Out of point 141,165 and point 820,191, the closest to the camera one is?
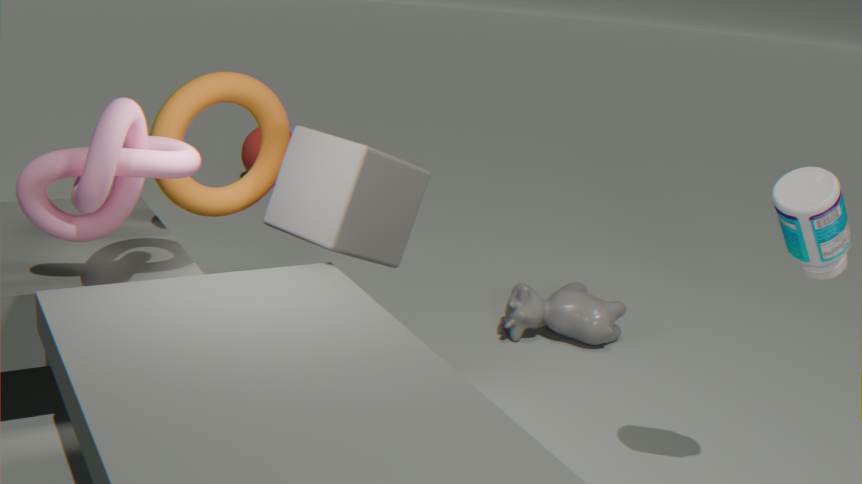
point 820,191
